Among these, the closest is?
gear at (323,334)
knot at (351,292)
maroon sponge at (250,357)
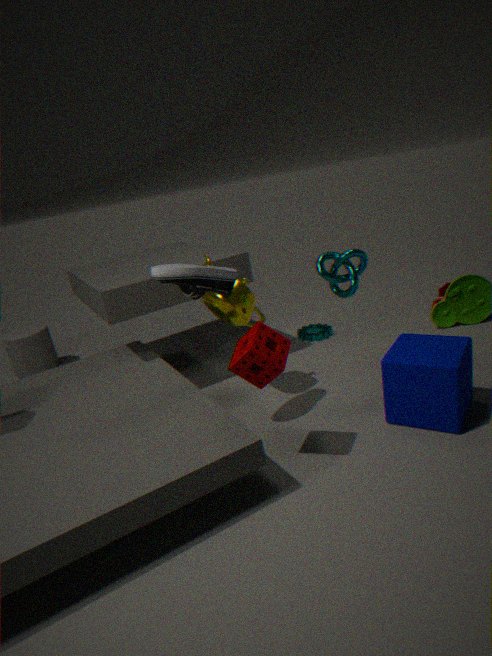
maroon sponge at (250,357)
